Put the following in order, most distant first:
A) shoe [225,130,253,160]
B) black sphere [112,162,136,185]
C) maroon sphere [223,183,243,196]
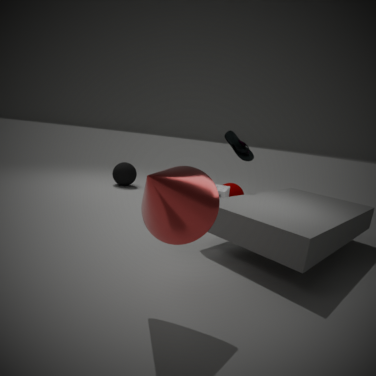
black sphere [112,162,136,185] → maroon sphere [223,183,243,196] → shoe [225,130,253,160]
